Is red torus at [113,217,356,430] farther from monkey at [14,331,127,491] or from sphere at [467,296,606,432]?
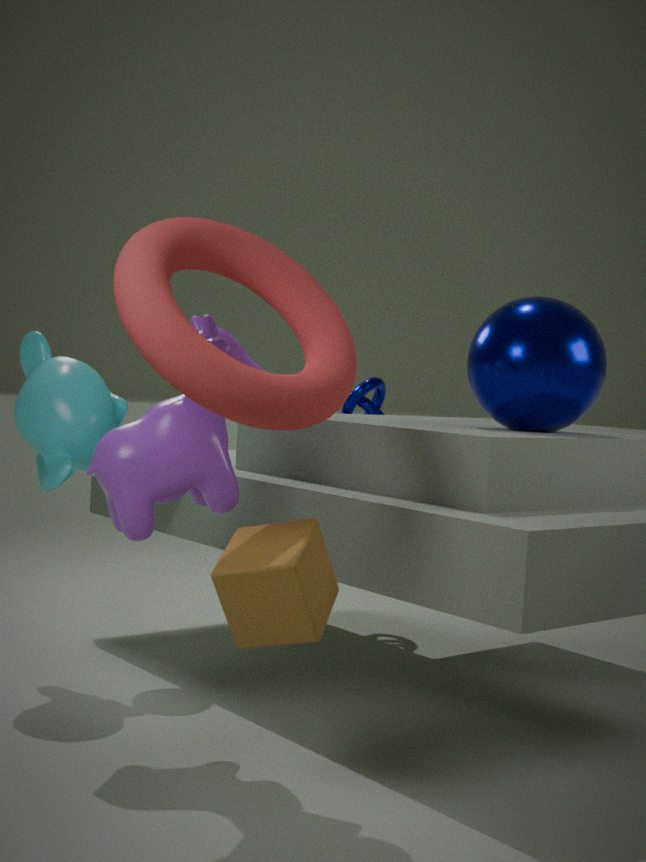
monkey at [14,331,127,491]
